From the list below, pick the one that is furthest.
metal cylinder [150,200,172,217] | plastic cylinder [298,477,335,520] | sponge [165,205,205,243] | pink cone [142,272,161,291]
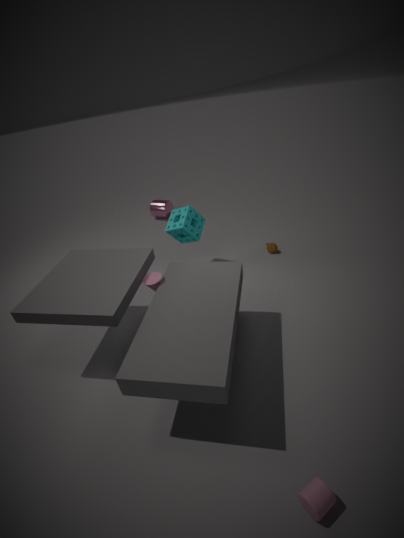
metal cylinder [150,200,172,217]
